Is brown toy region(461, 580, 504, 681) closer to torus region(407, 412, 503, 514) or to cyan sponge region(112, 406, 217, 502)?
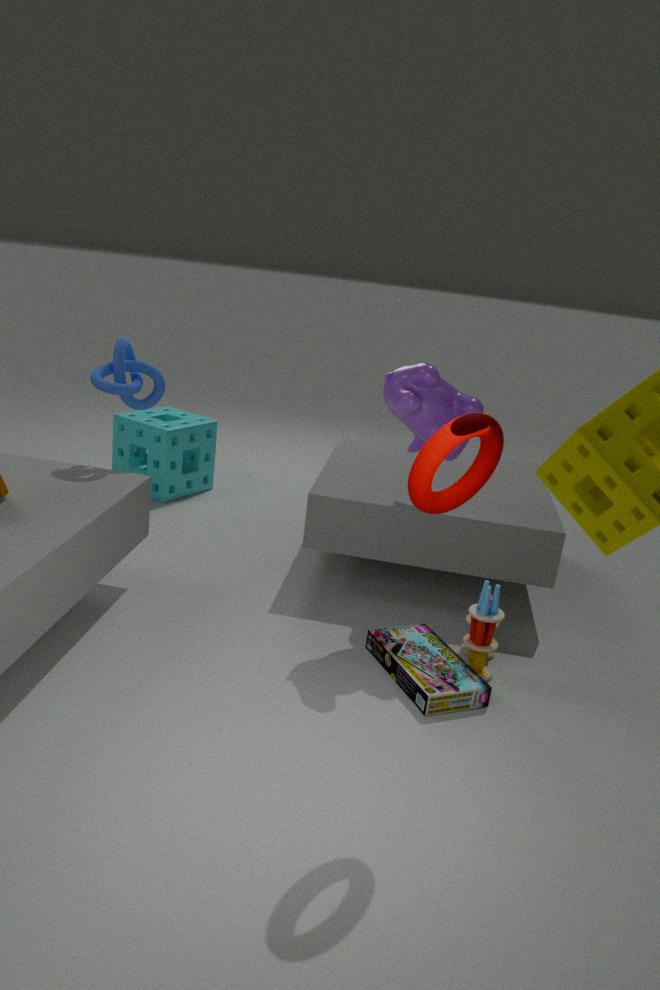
torus region(407, 412, 503, 514)
